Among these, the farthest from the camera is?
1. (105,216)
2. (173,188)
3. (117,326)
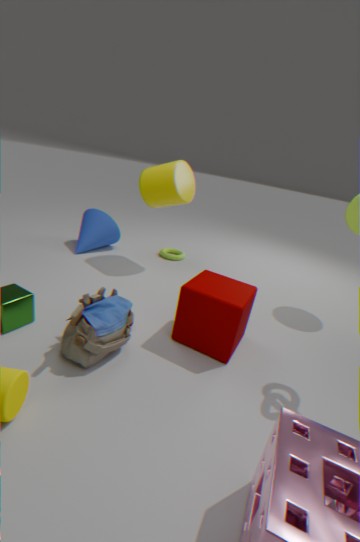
(105,216)
